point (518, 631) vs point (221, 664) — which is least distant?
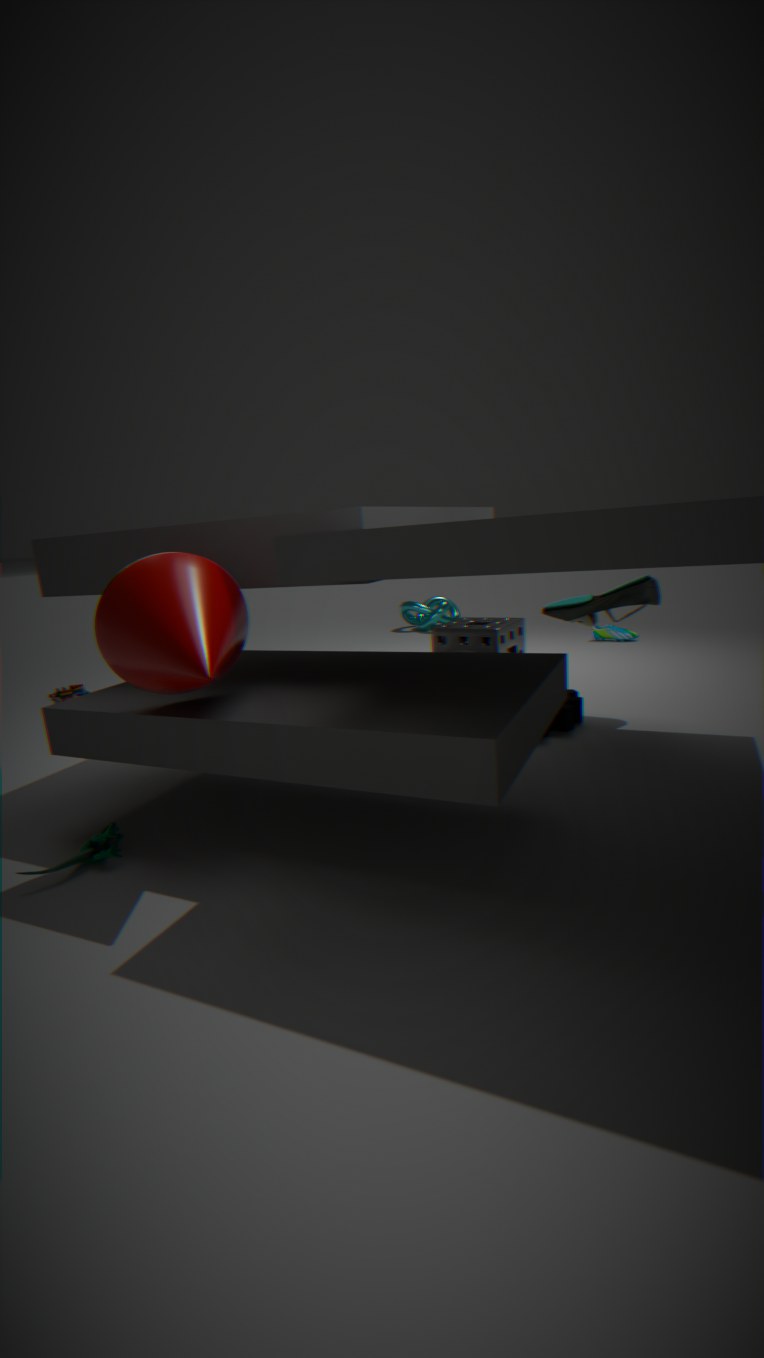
point (221, 664)
